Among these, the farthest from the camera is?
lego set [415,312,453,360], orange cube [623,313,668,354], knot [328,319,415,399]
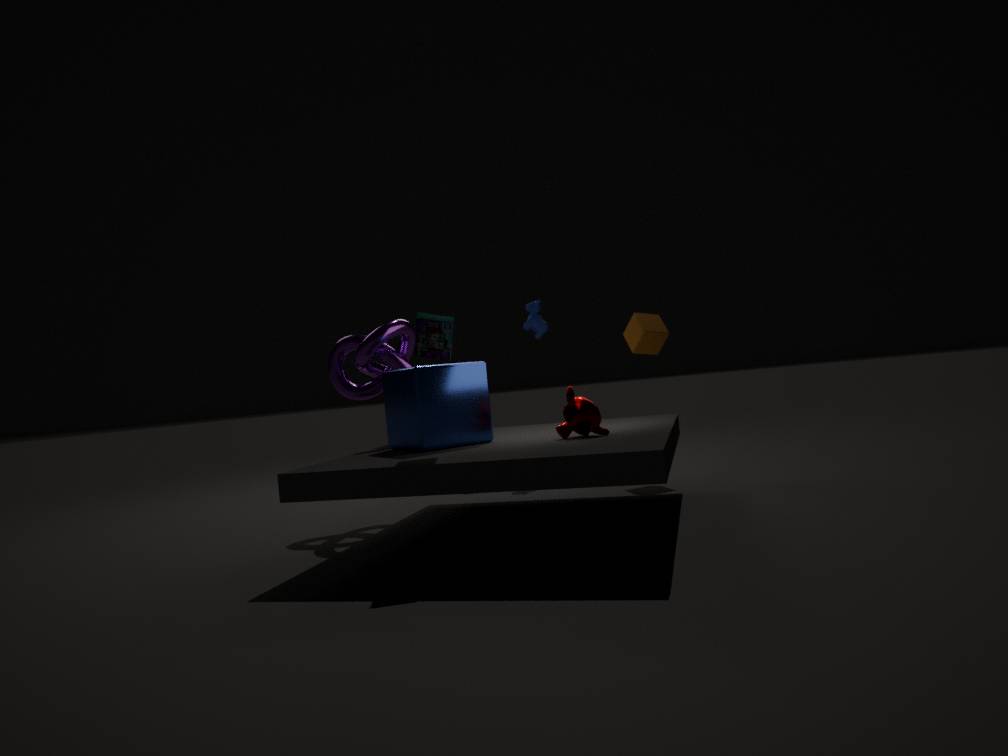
orange cube [623,313,668,354]
